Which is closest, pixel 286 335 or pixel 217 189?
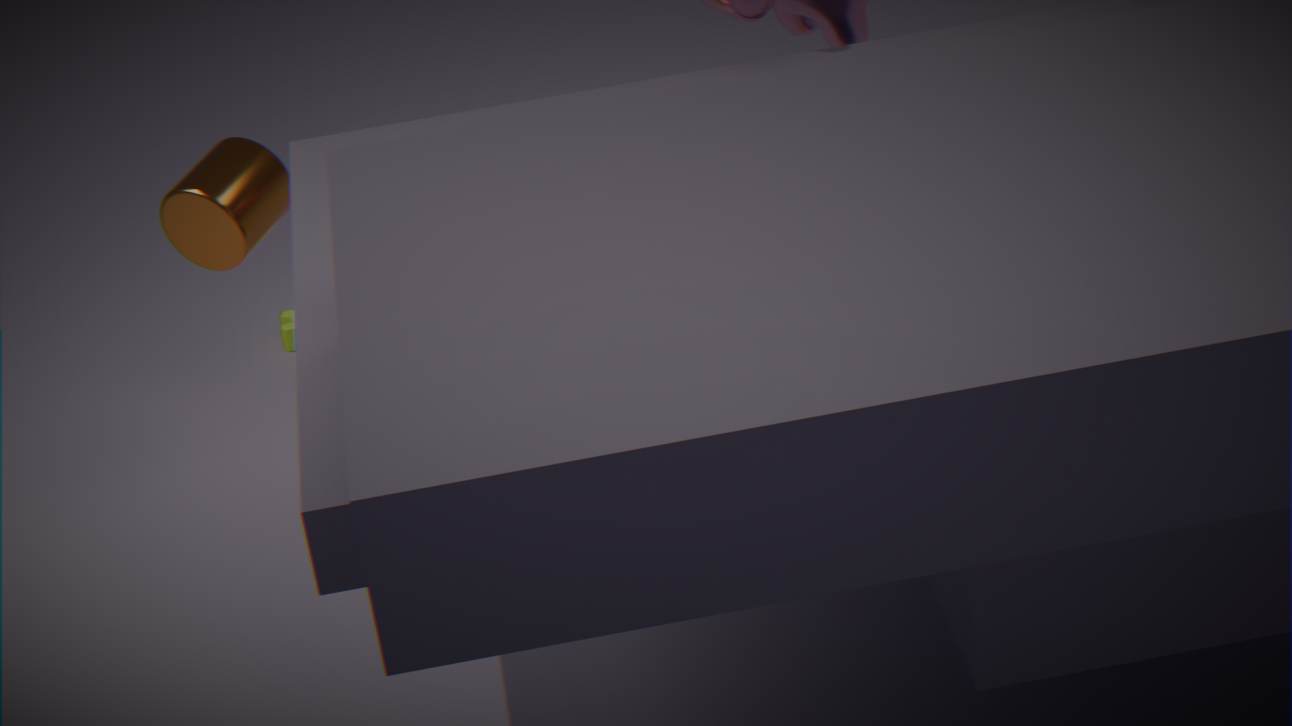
pixel 217 189
